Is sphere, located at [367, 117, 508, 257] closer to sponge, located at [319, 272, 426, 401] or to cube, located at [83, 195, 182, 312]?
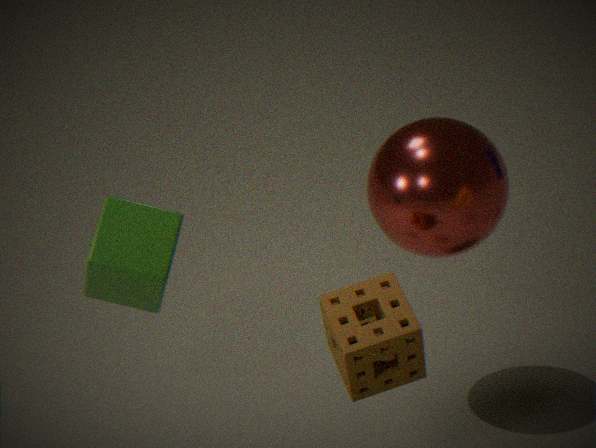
sponge, located at [319, 272, 426, 401]
